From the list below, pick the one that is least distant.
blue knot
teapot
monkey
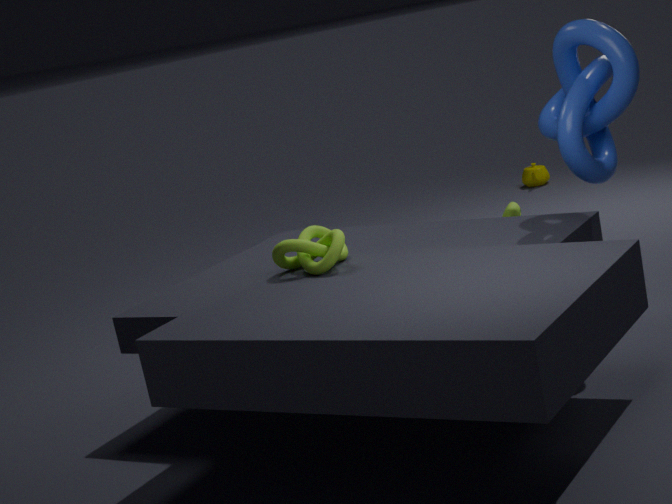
blue knot
